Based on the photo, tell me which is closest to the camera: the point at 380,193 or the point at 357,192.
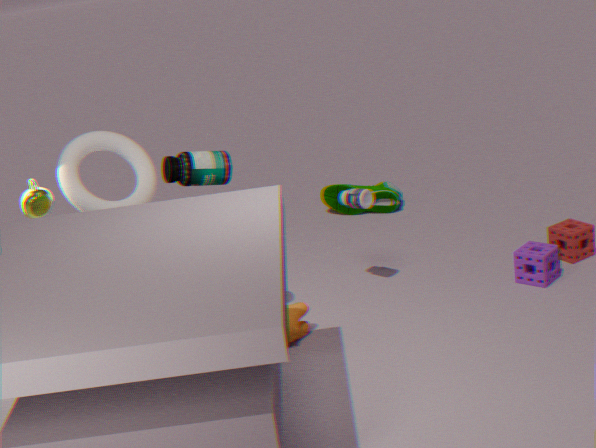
the point at 357,192
